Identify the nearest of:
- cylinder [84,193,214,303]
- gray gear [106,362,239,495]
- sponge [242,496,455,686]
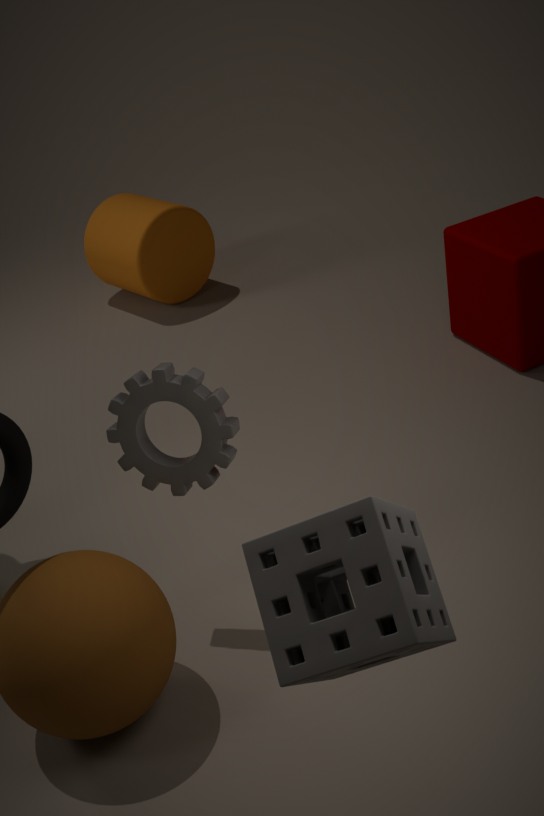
sponge [242,496,455,686]
